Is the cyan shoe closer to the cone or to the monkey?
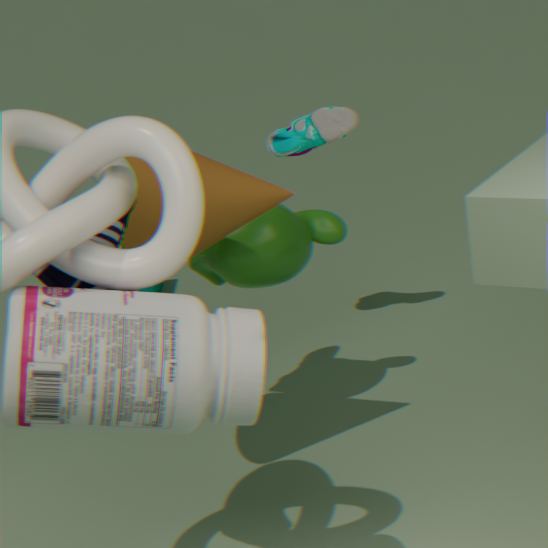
the monkey
